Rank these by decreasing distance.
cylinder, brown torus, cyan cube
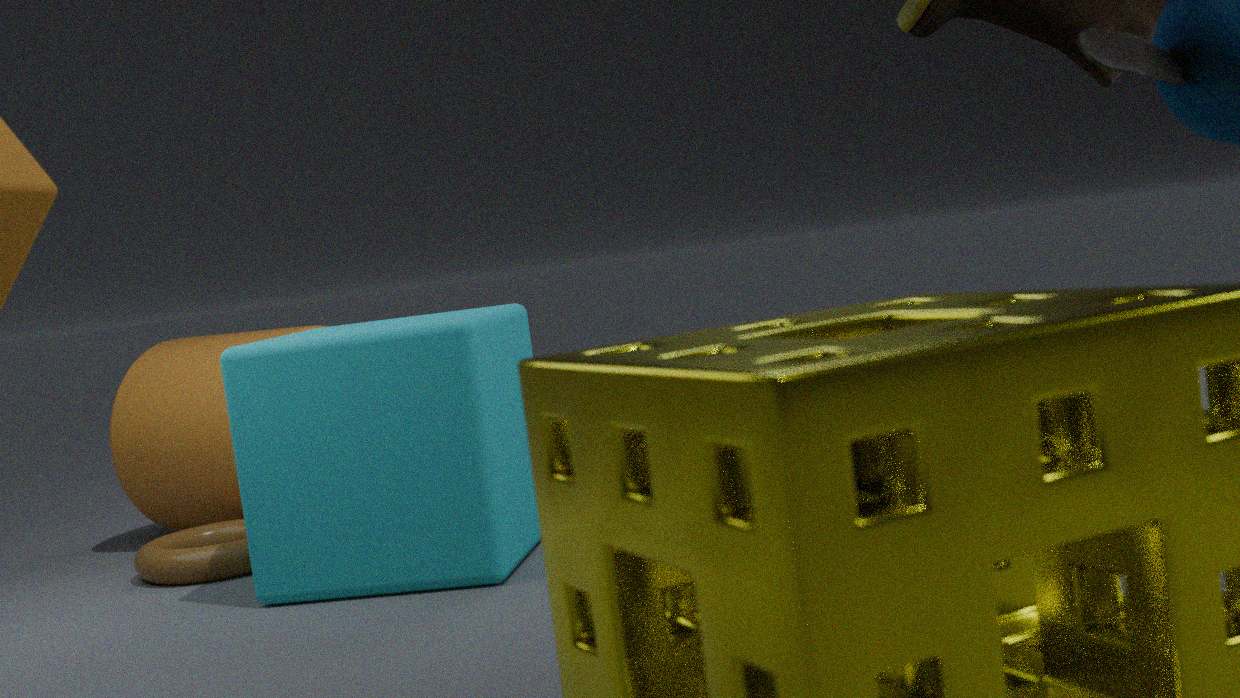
cylinder → brown torus → cyan cube
